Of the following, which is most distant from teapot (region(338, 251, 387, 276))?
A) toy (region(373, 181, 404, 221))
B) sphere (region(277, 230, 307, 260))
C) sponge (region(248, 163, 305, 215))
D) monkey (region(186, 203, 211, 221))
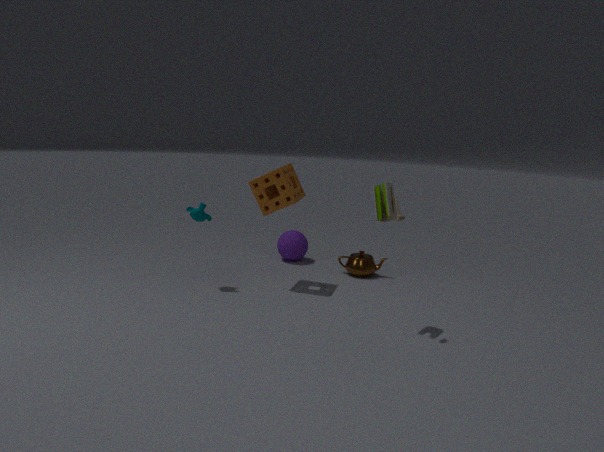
monkey (region(186, 203, 211, 221))
